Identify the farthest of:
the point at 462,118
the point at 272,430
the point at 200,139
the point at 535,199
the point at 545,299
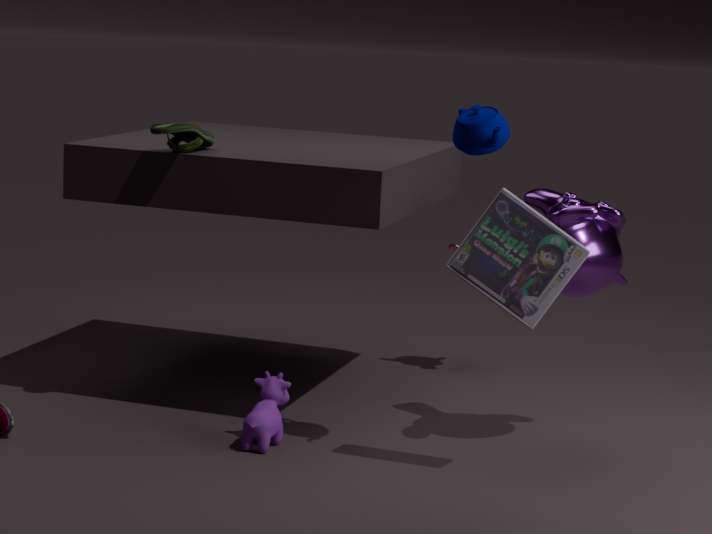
the point at 200,139
